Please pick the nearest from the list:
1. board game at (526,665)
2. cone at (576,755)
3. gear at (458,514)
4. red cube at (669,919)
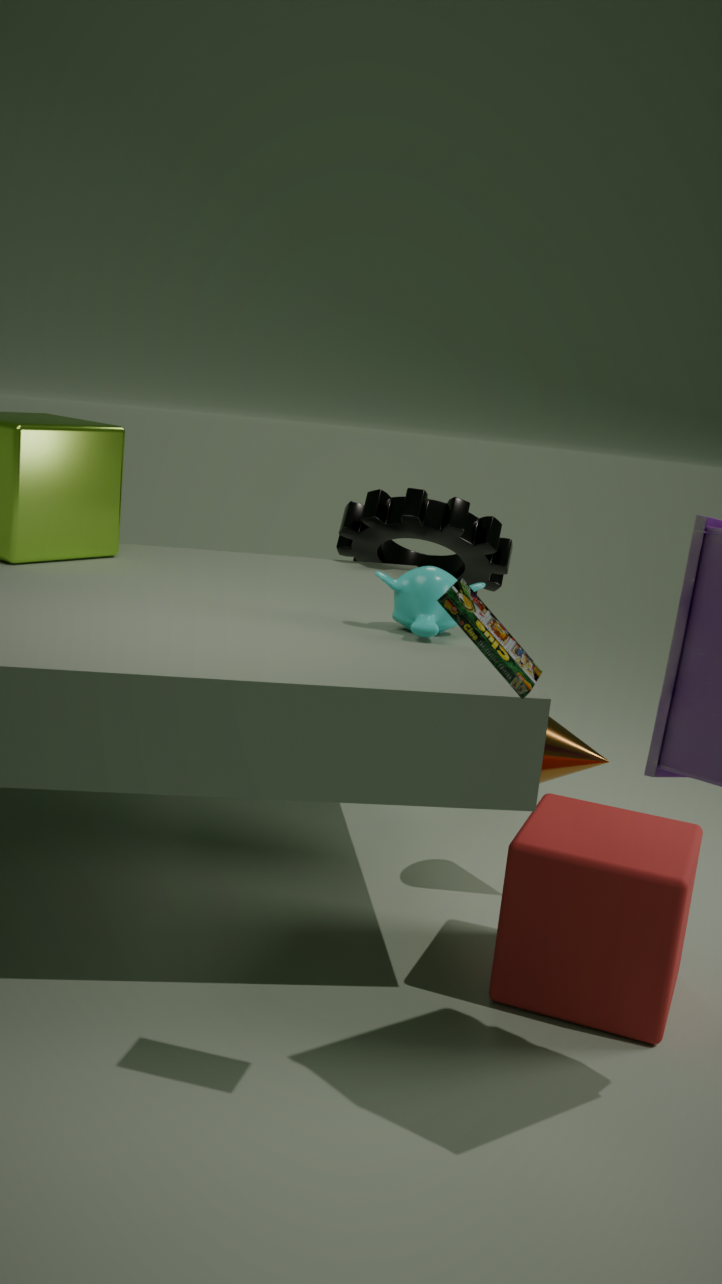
board game at (526,665)
